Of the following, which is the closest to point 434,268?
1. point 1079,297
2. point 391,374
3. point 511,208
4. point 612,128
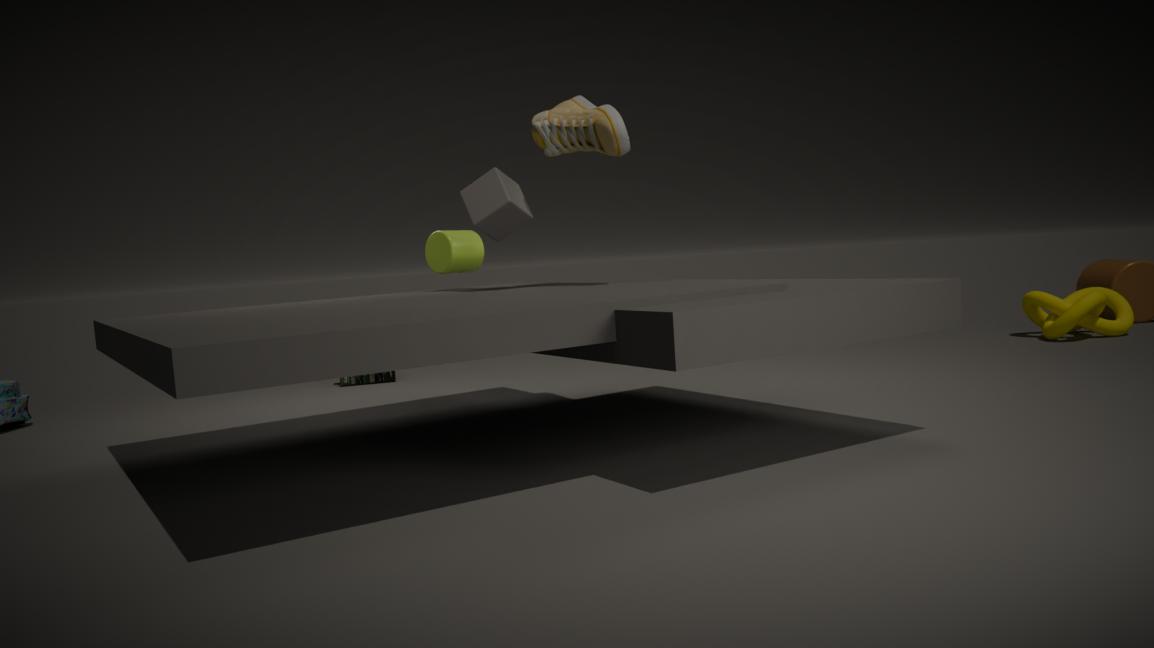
point 511,208
